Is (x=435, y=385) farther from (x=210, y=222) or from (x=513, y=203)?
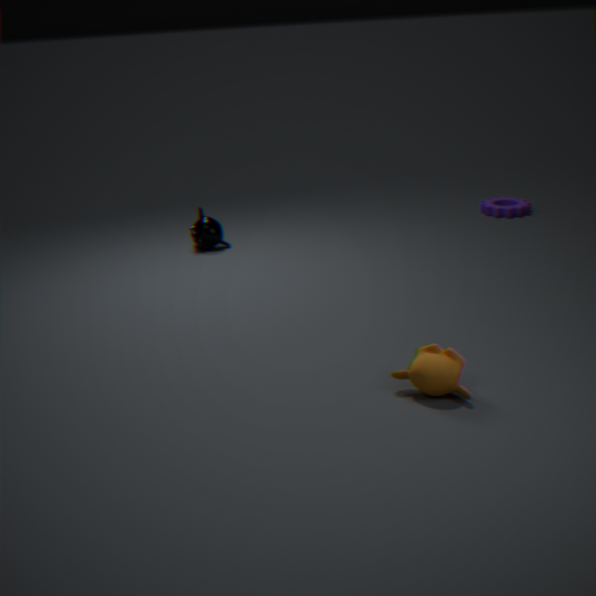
(x=513, y=203)
